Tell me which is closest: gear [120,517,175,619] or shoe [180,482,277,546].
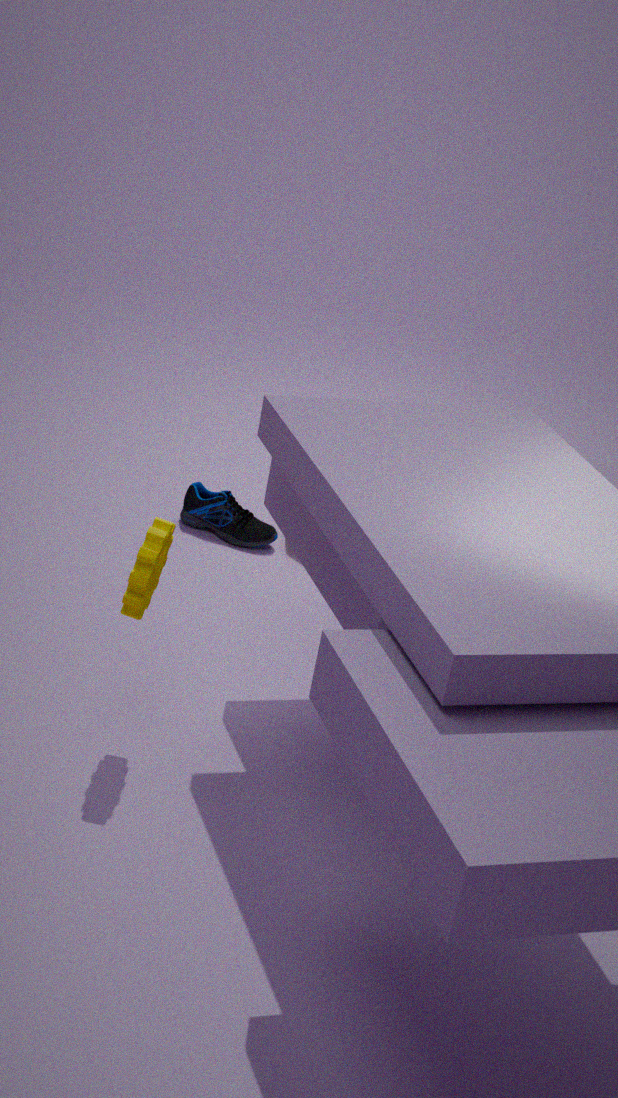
gear [120,517,175,619]
